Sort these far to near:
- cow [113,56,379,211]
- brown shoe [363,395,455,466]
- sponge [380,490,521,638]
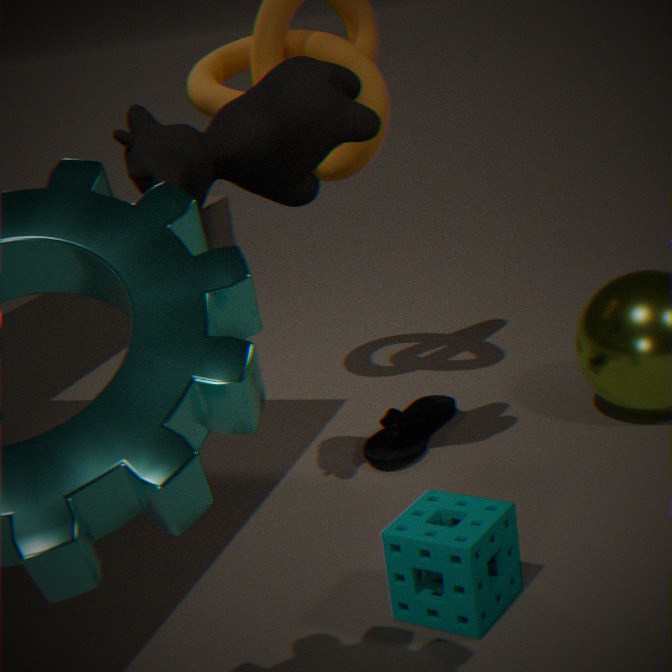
brown shoe [363,395,455,466] < cow [113,56,379,211] < sponge [380,490,521,638]
